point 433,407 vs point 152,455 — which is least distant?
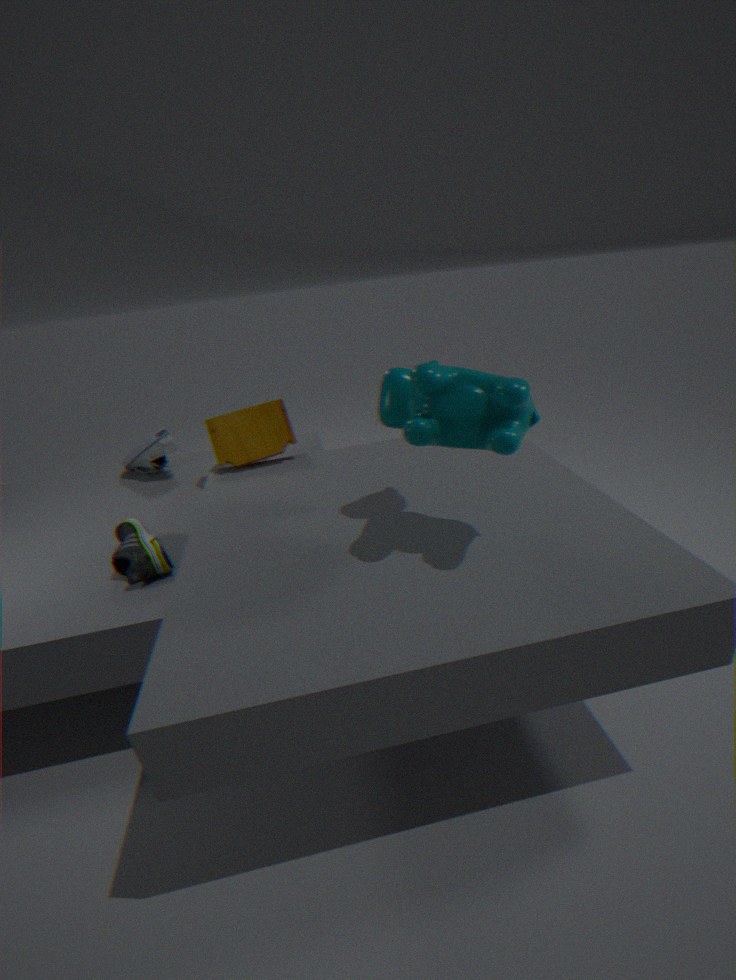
point 433,407
